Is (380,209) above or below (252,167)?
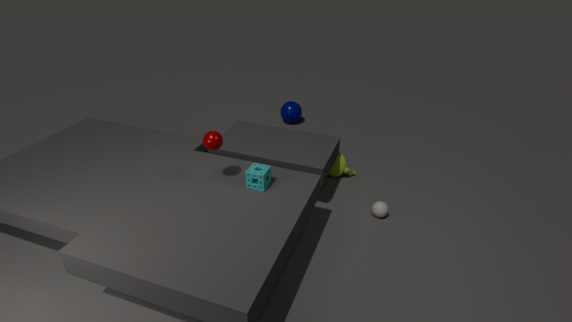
below
